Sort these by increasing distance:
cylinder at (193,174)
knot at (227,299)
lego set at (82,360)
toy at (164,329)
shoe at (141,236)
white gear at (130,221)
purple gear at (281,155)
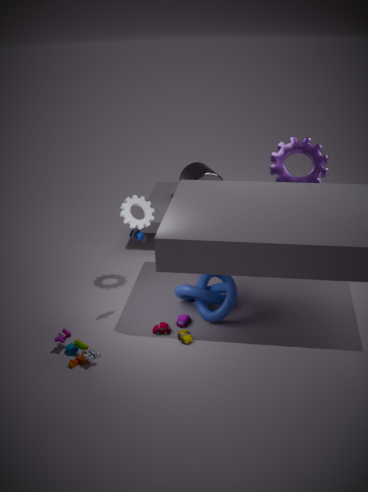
shoe at (141,236) → lego set at (82,360) → toy at (164,329) → knot at (227,299) → white gear at (130,221) → purple gear at (281,155) → cylinder at (193,174)
